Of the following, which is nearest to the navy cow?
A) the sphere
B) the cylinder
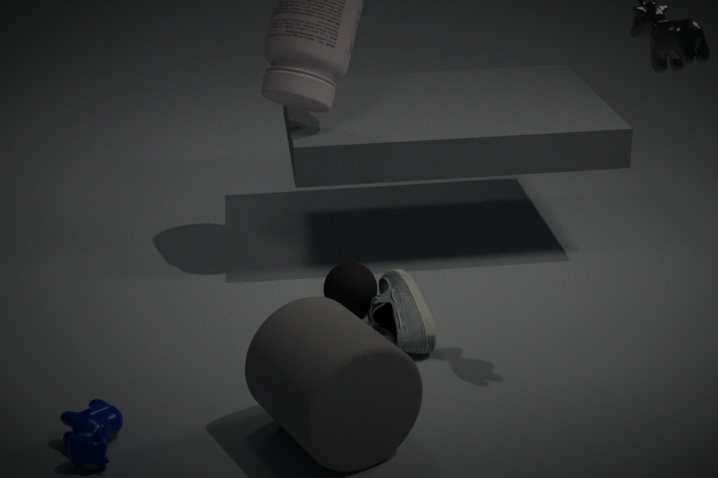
the cylinder
